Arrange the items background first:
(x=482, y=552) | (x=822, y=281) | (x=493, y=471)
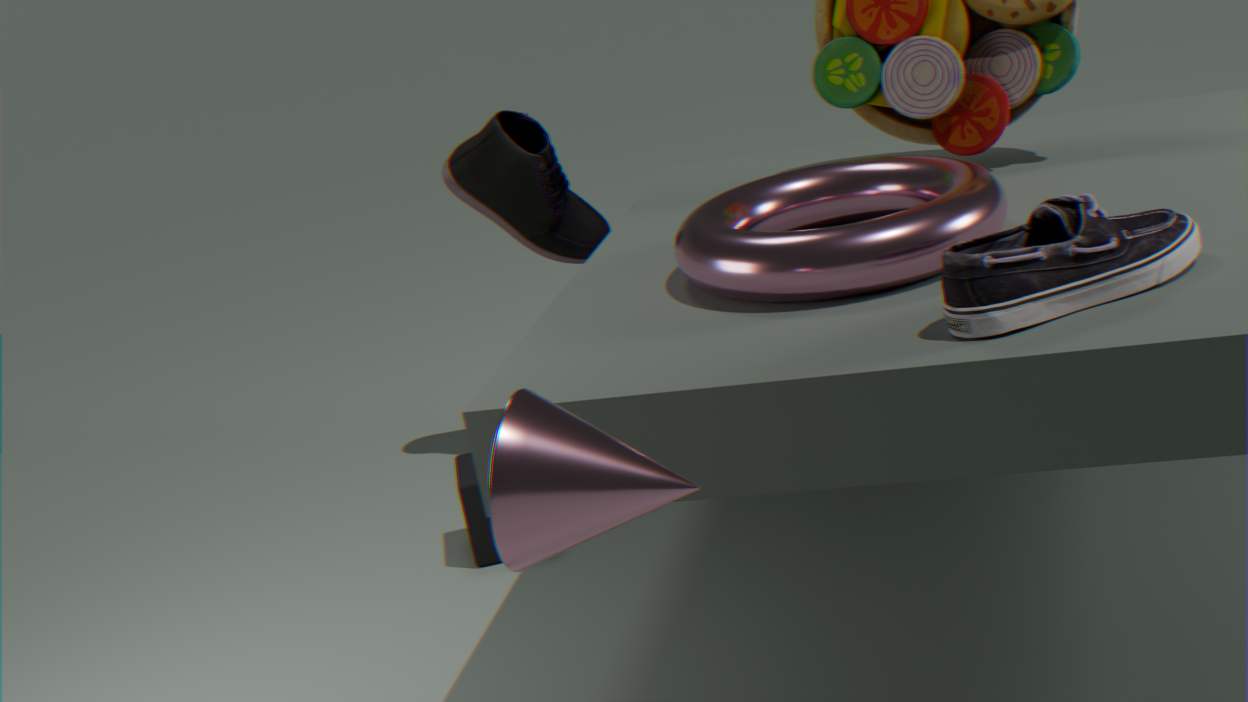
1. (x=482, y=552)
2. (x=822, y=281)
3. (x=493, y=471)
